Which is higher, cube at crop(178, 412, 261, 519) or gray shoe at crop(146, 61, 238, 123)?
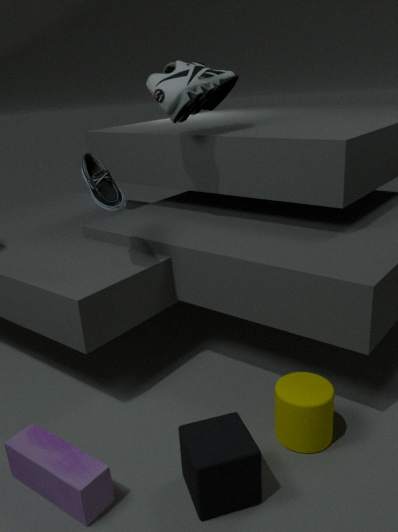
gray shoe at crop(146, 61, 238, 123)
